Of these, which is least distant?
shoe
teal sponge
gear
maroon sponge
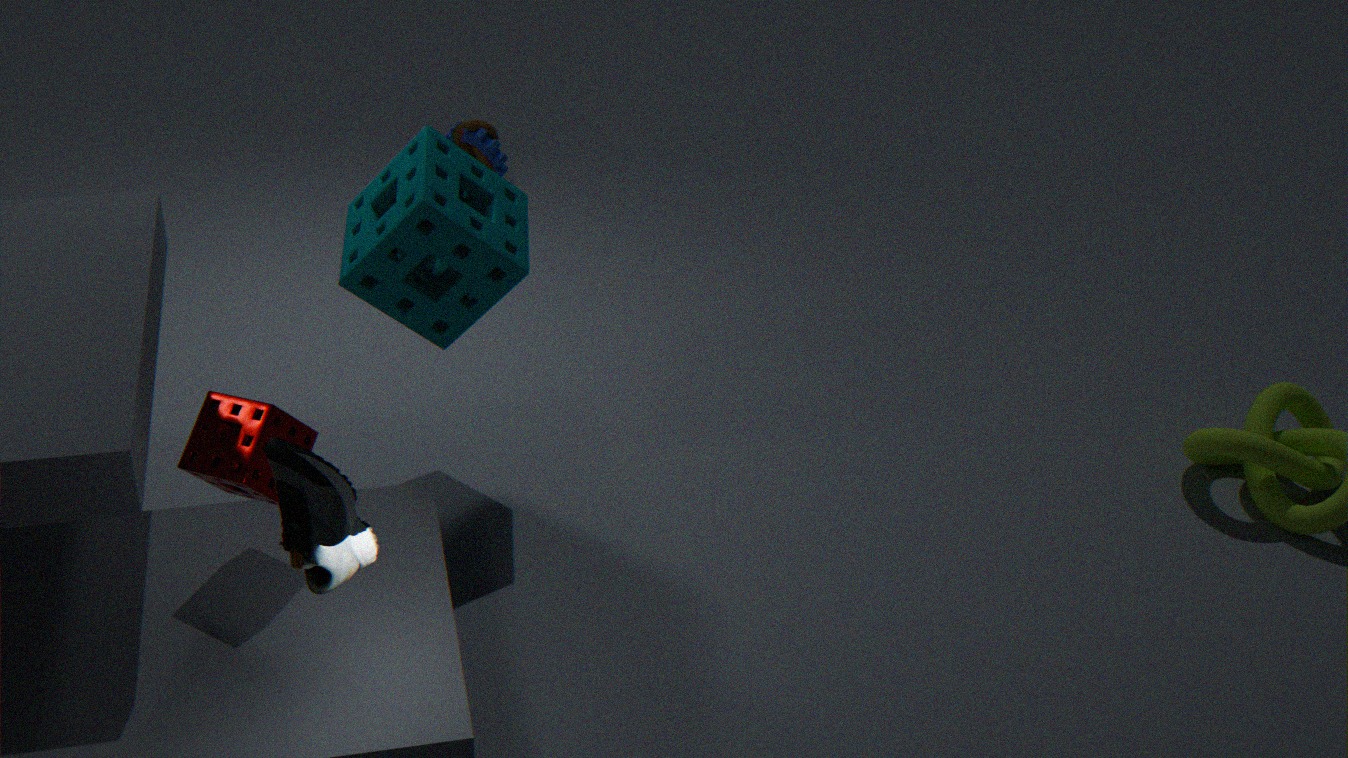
shoe
